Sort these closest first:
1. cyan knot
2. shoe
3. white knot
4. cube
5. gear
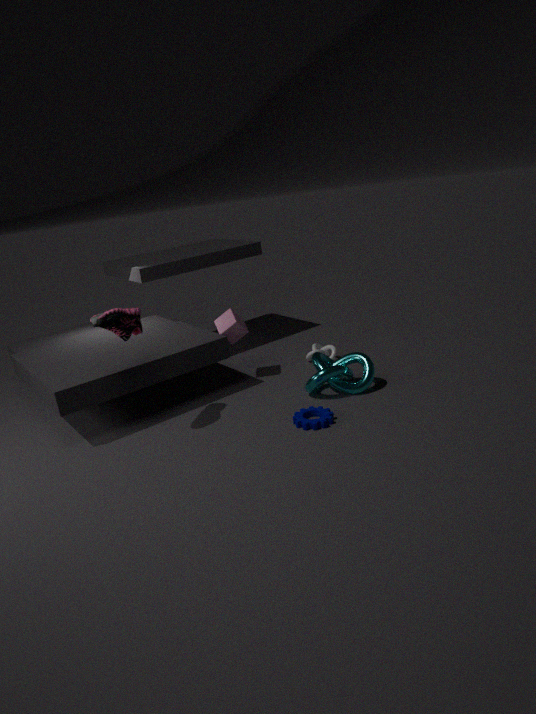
shoe < gear < cyan knot < cube < white knot
